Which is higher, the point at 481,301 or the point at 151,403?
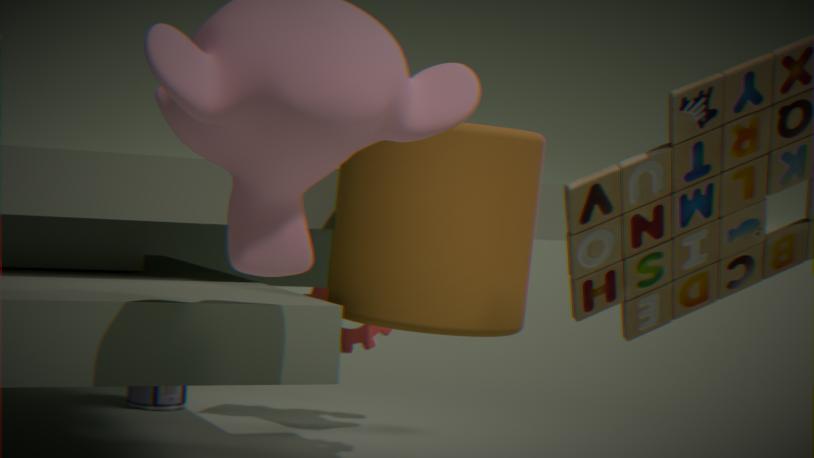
the point at 481,301
